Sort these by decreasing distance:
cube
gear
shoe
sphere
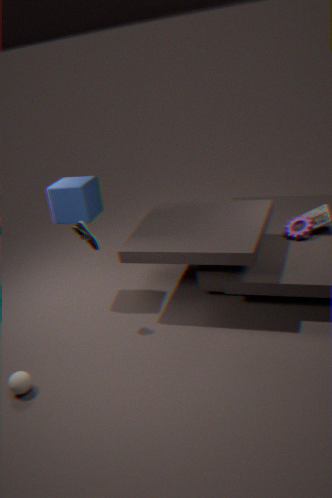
gear < cube < shoe < sphere
